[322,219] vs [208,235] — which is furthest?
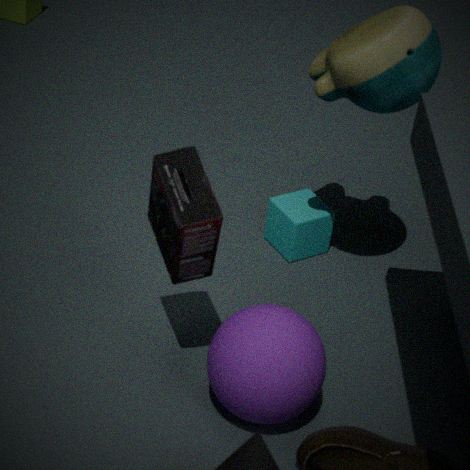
[322,219]
